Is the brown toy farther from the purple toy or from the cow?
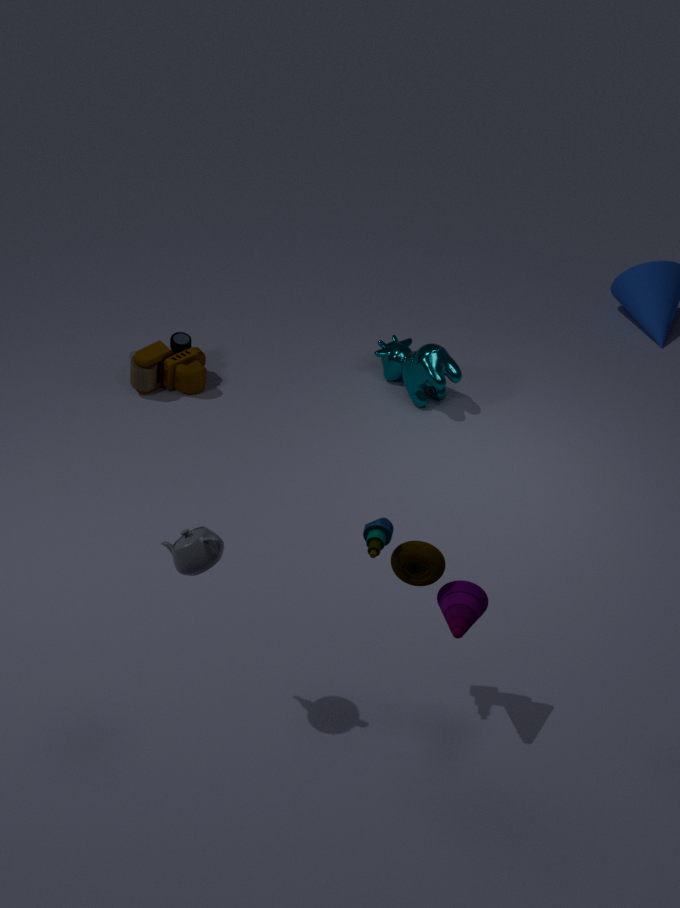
the purple toy
